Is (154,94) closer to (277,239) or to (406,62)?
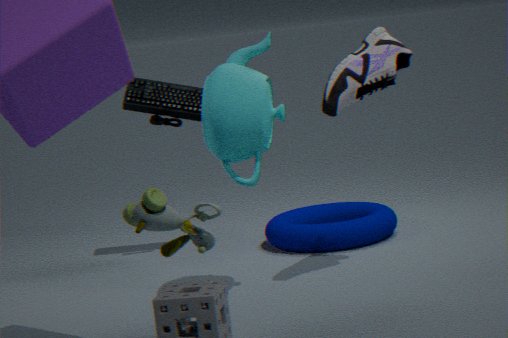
(277,239)
